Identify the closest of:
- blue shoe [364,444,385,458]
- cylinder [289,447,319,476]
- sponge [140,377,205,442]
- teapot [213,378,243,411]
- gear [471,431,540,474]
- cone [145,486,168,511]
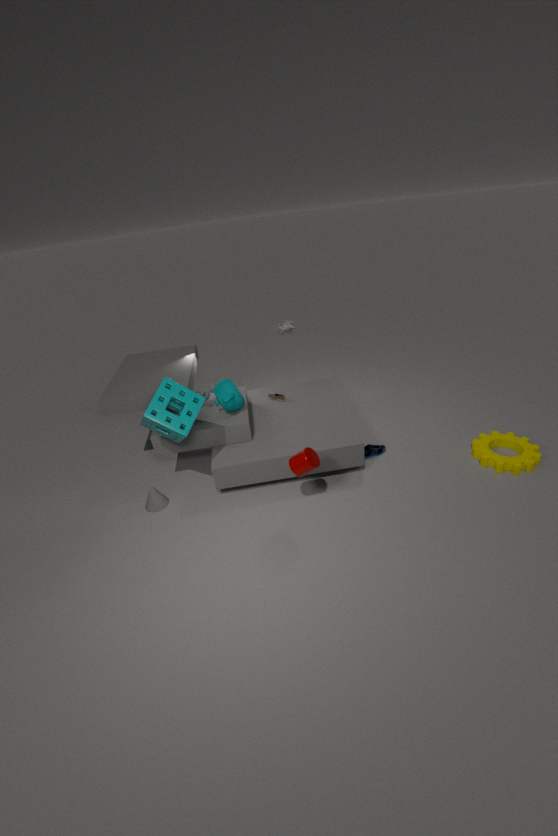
cylinder [289,447,319,476]
